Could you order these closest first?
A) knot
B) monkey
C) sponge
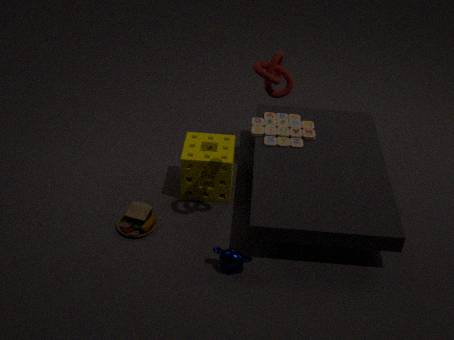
knot
monkey
sponge
